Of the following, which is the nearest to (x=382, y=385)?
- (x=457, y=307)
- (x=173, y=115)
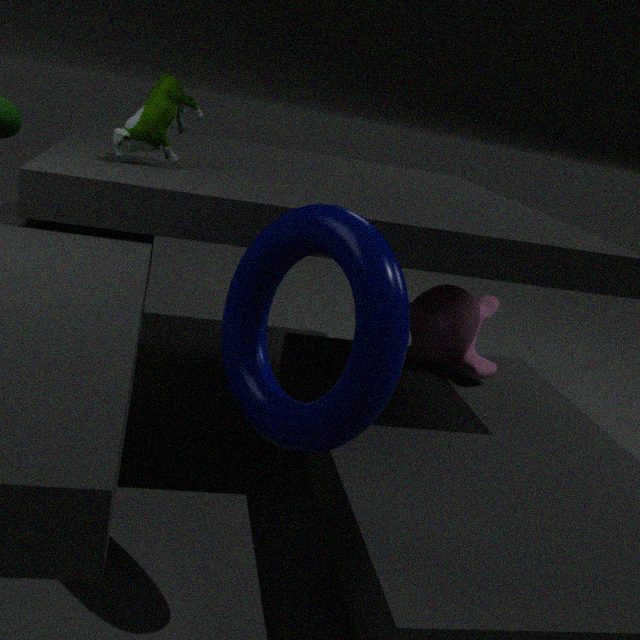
(x=173, y=115)
